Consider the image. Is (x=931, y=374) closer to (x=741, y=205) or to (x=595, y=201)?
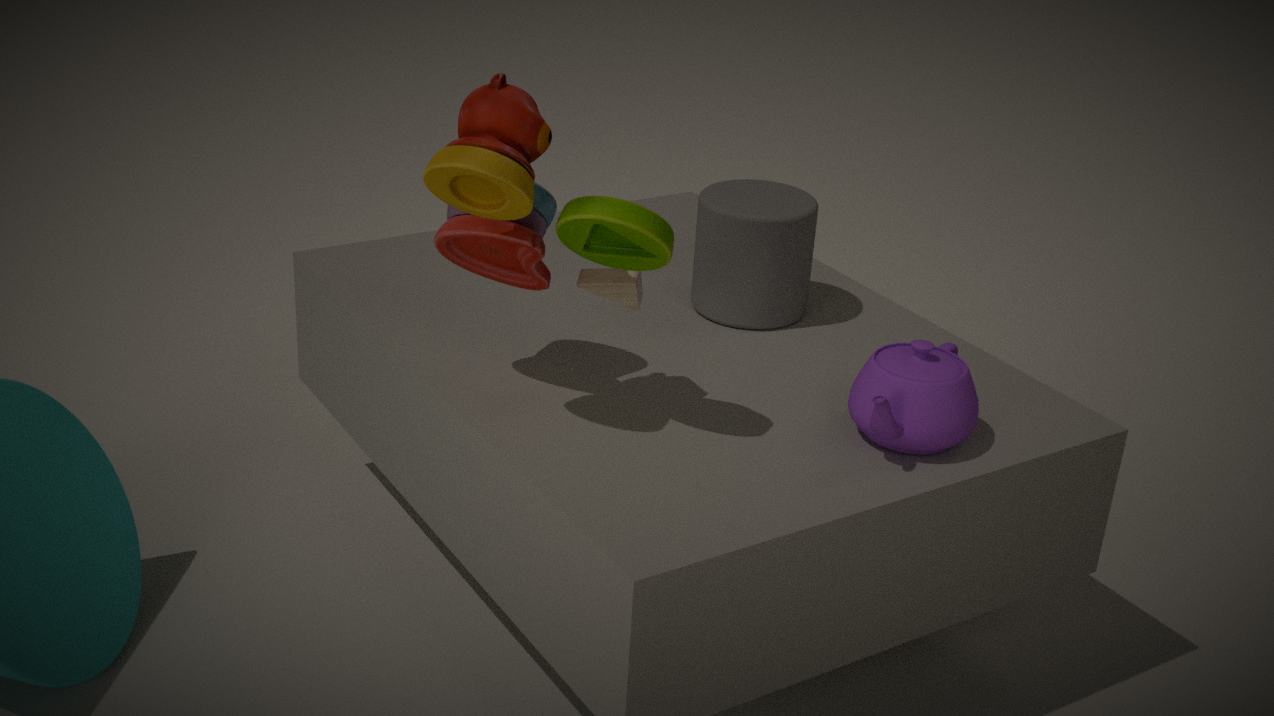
(x=741, y=205)
